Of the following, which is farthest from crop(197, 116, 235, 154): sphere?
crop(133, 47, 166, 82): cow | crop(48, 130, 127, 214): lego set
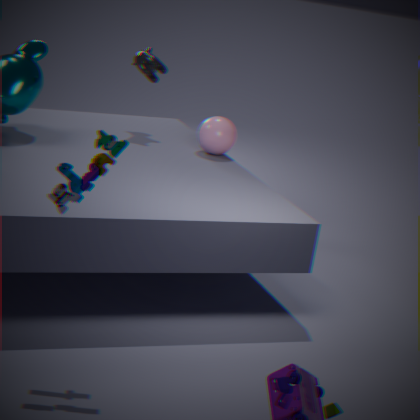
crop(48, 130, 127, 214): lego set
